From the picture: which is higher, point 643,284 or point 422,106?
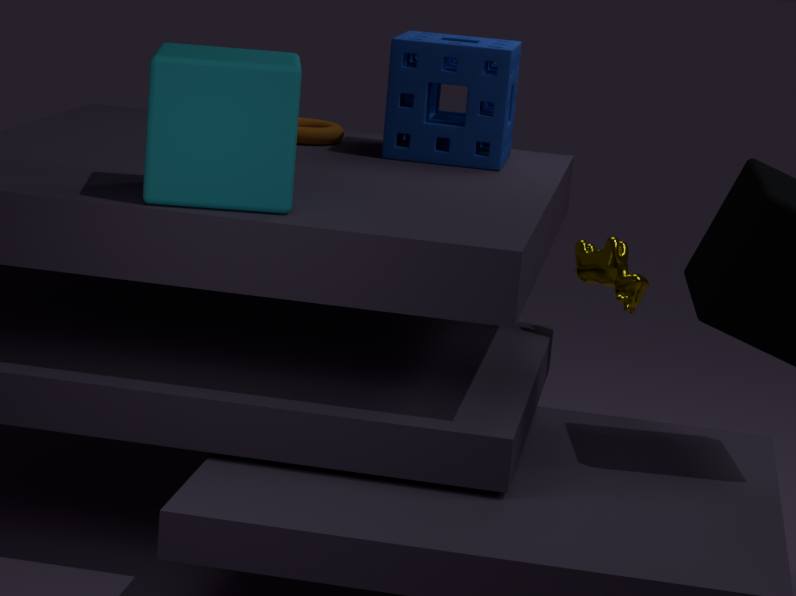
point 422,106
